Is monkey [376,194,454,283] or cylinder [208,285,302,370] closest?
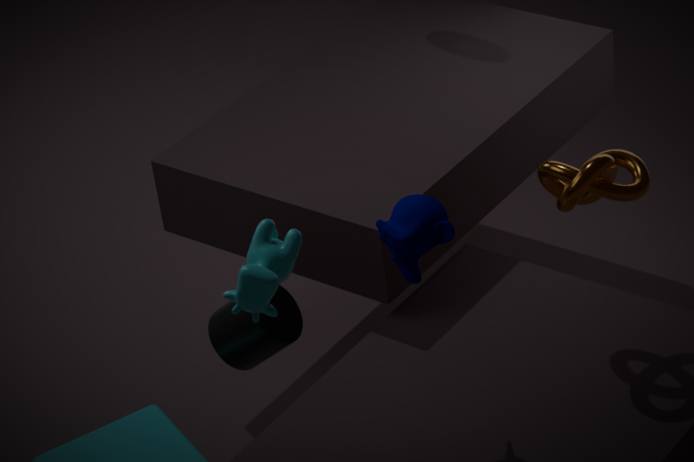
monkey [376,194,454,283]
